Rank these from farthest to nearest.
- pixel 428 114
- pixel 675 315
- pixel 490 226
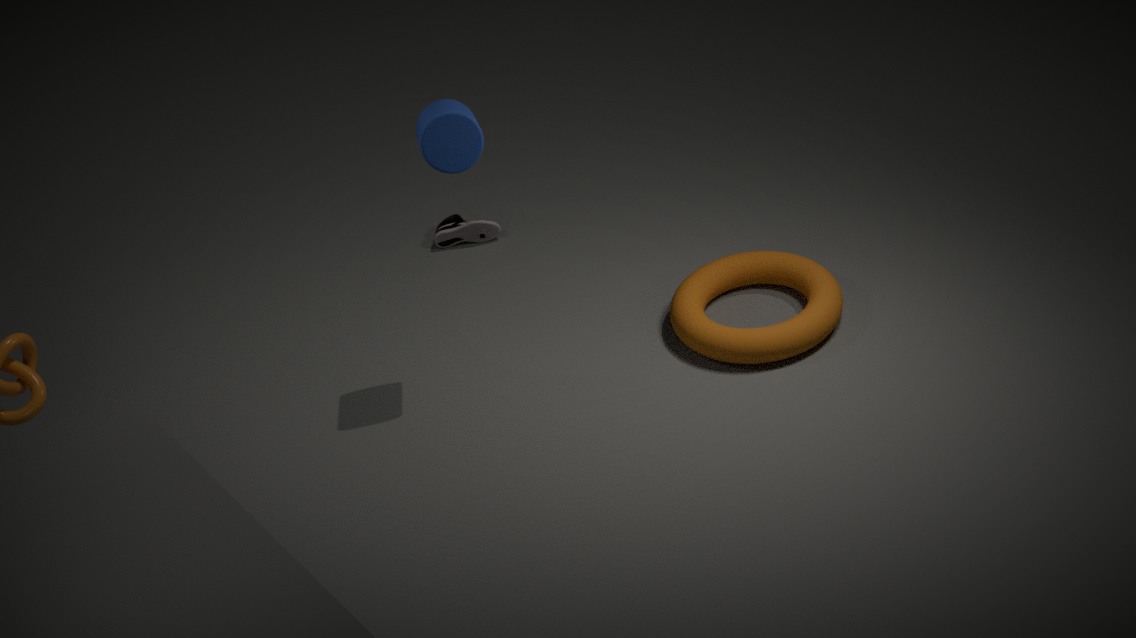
pixel 490 226 < pixel 675 315 < pixel 428 114
